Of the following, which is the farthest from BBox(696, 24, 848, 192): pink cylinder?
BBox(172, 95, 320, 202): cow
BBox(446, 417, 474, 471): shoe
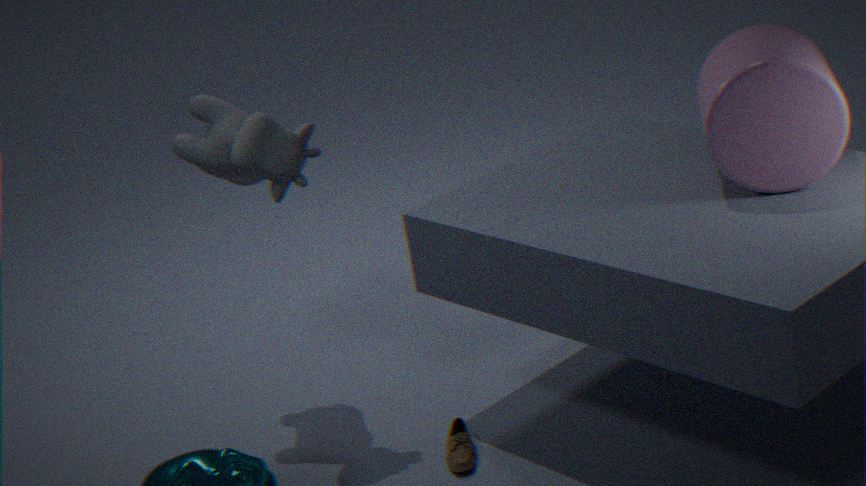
BBox(172, 95, 320, 202): cow
